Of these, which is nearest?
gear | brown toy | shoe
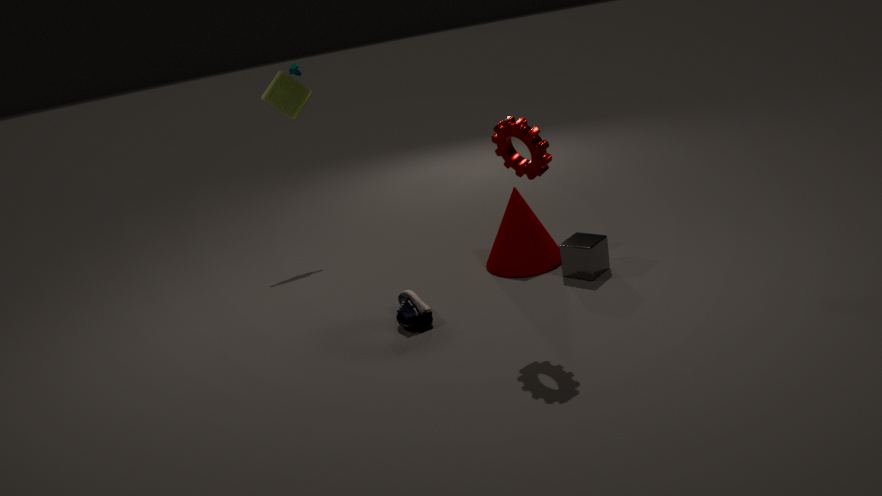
gear
